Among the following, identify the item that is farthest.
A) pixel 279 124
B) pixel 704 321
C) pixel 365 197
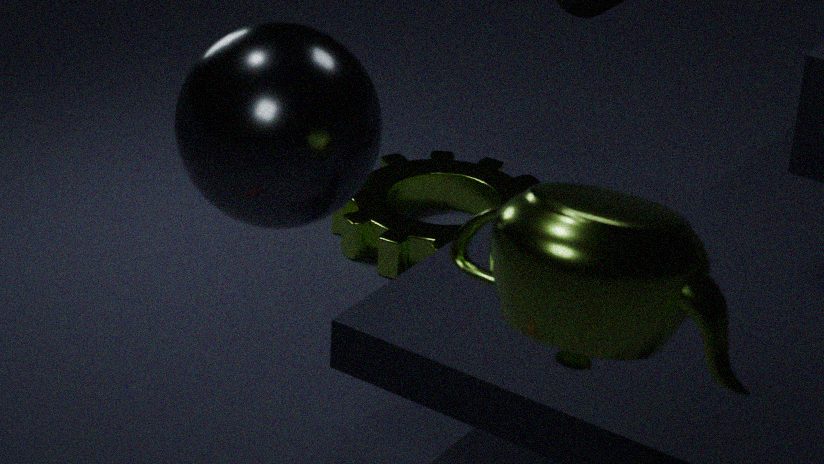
pixel 365 197
